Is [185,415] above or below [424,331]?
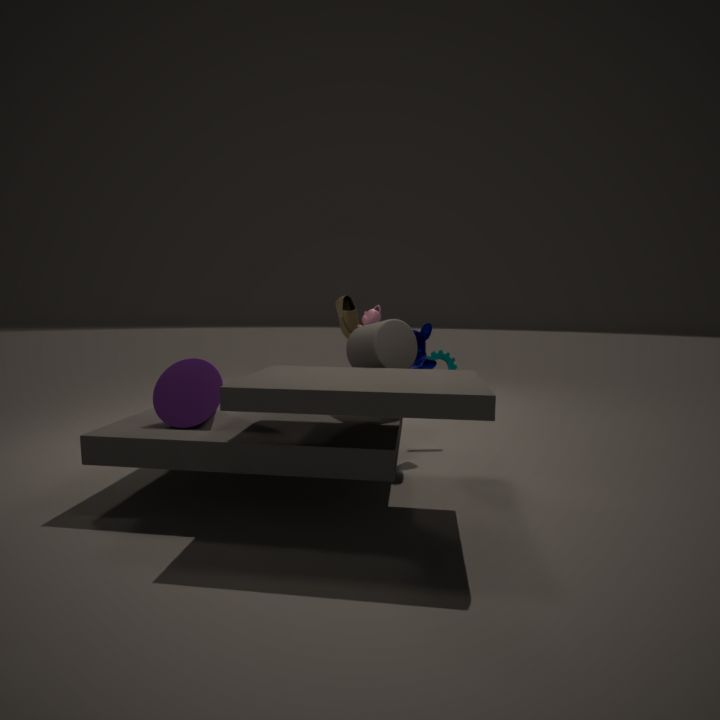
below
